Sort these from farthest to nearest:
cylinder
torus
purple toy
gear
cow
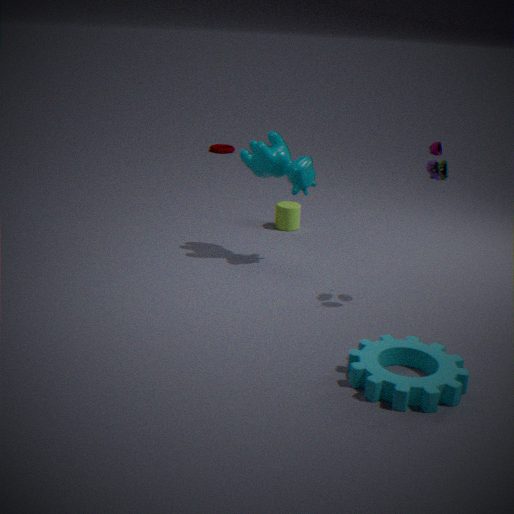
torus < cylinder < cow < purple toy < gear
